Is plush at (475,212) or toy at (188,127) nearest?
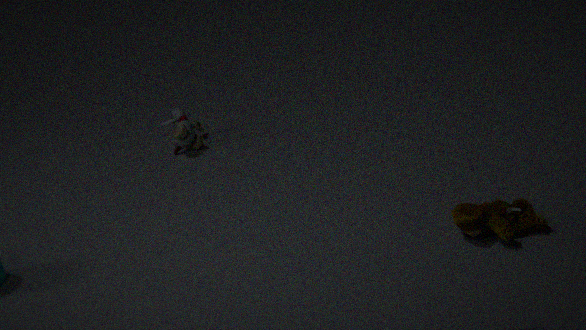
plush at (475,212)
